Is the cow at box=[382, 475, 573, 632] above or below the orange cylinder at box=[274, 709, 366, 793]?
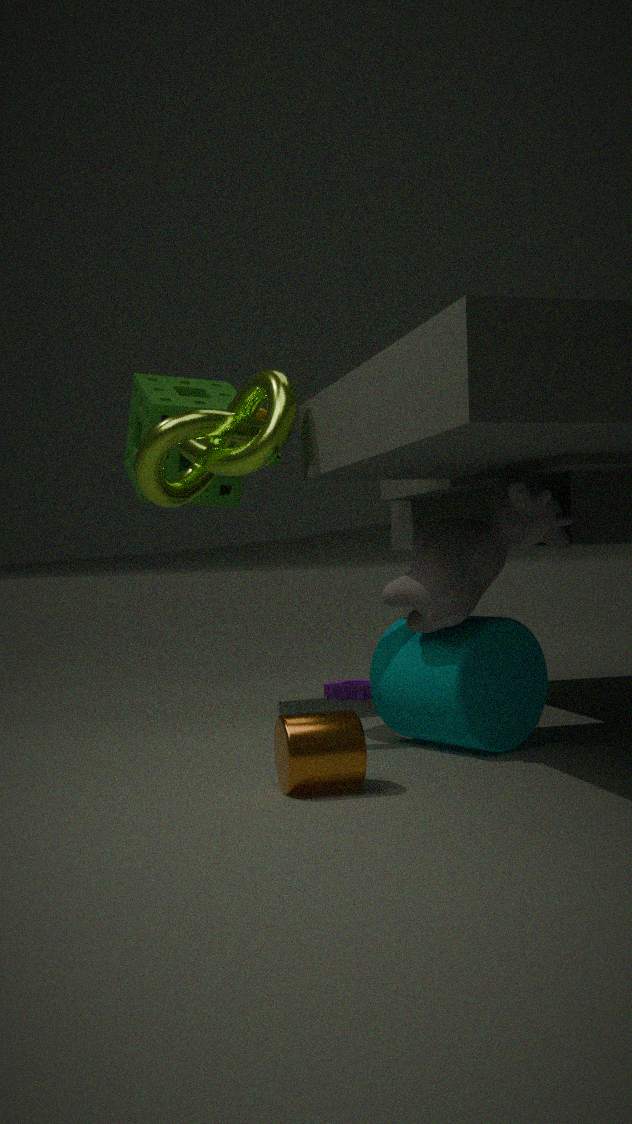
above
